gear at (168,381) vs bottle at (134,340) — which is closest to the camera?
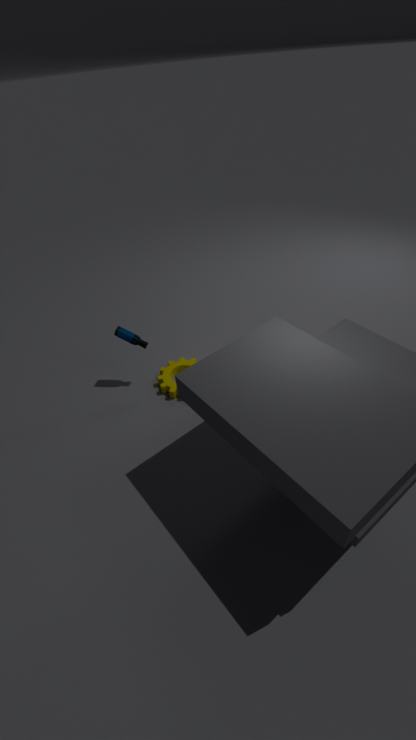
bottle at (134,340)
